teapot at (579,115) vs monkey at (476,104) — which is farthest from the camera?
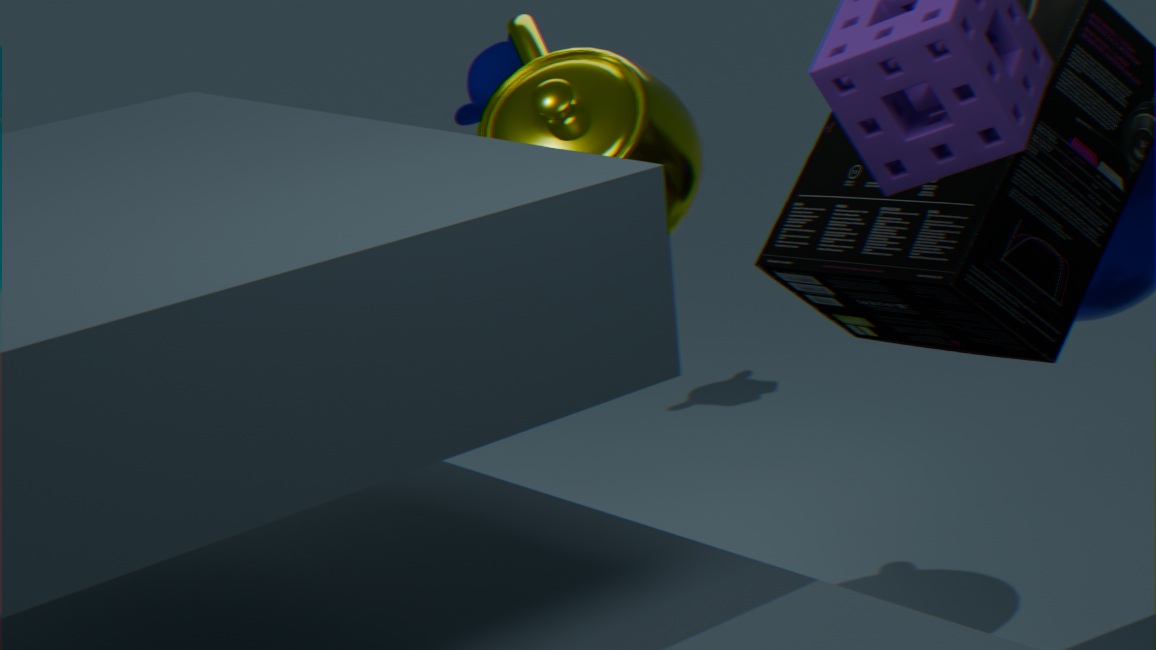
monkey at (476,104)
